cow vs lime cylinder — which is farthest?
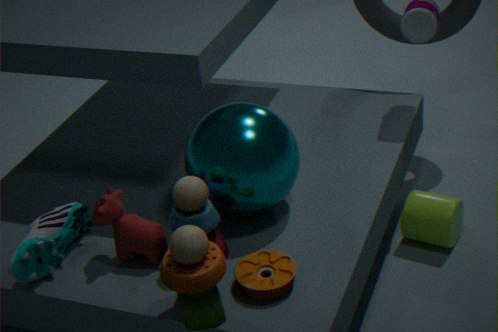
lime cylinder
